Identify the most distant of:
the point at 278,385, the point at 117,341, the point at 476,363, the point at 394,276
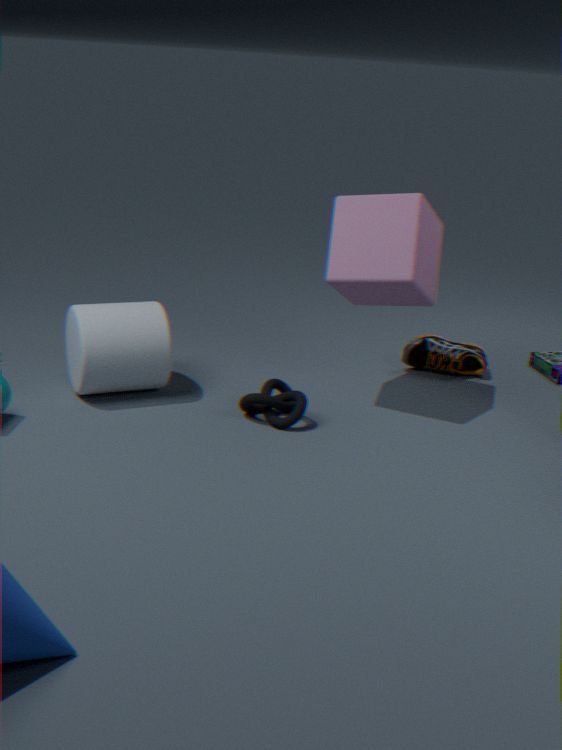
the point at 476,363
